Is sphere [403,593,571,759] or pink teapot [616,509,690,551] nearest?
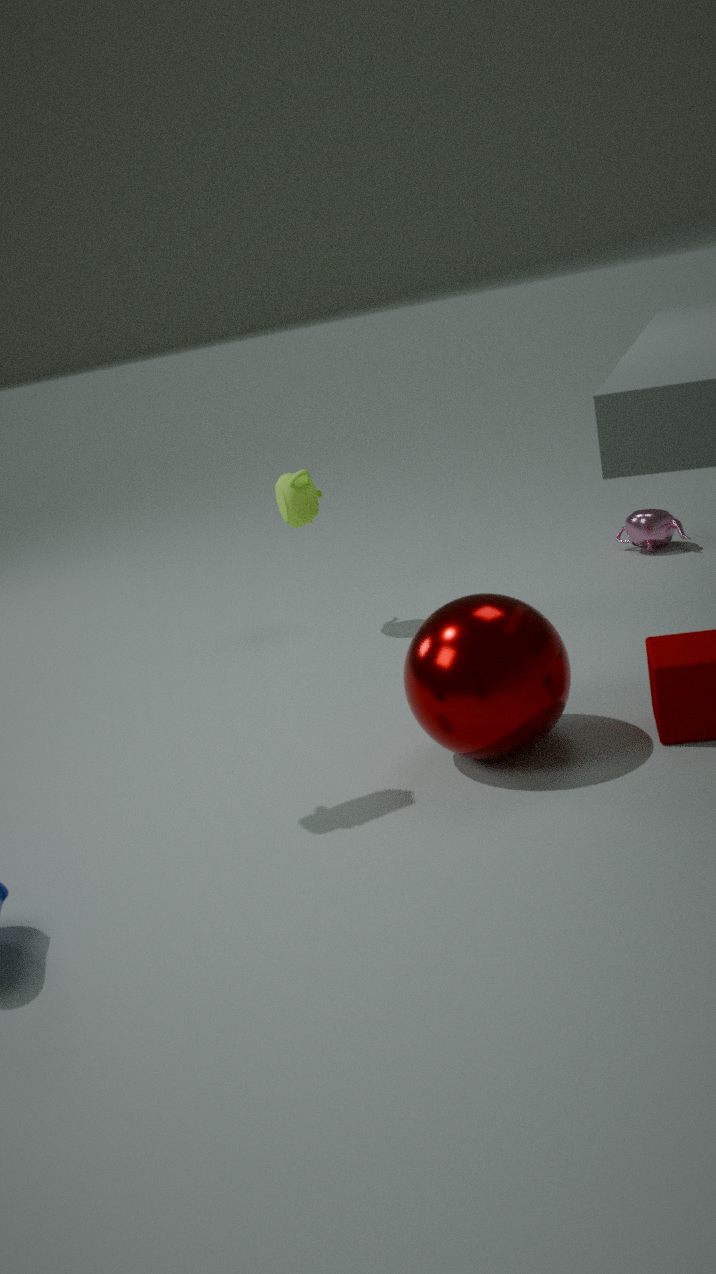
sphere [403,593,571,759]
